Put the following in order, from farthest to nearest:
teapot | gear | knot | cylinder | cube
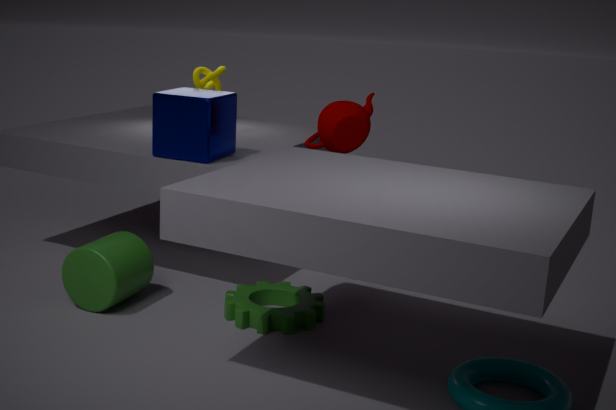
knot, teapot, cube, cylinder, gear
